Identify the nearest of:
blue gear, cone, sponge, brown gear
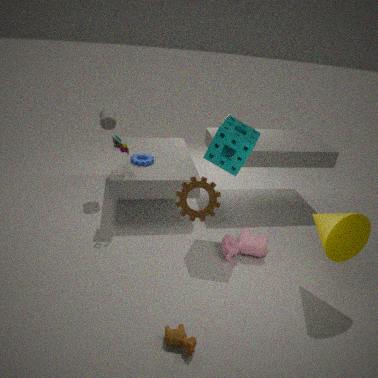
brown gear
